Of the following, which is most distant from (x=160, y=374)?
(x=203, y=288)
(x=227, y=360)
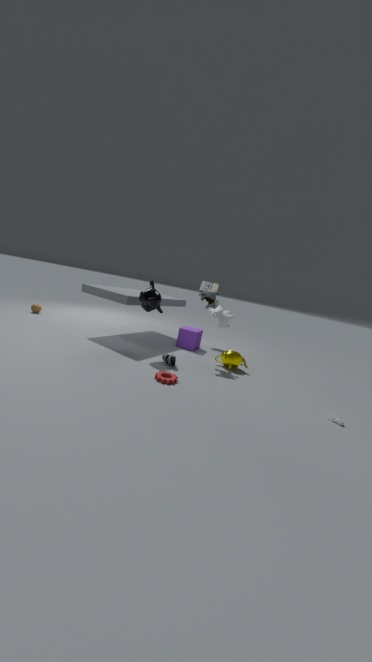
(x=203, y=288)
